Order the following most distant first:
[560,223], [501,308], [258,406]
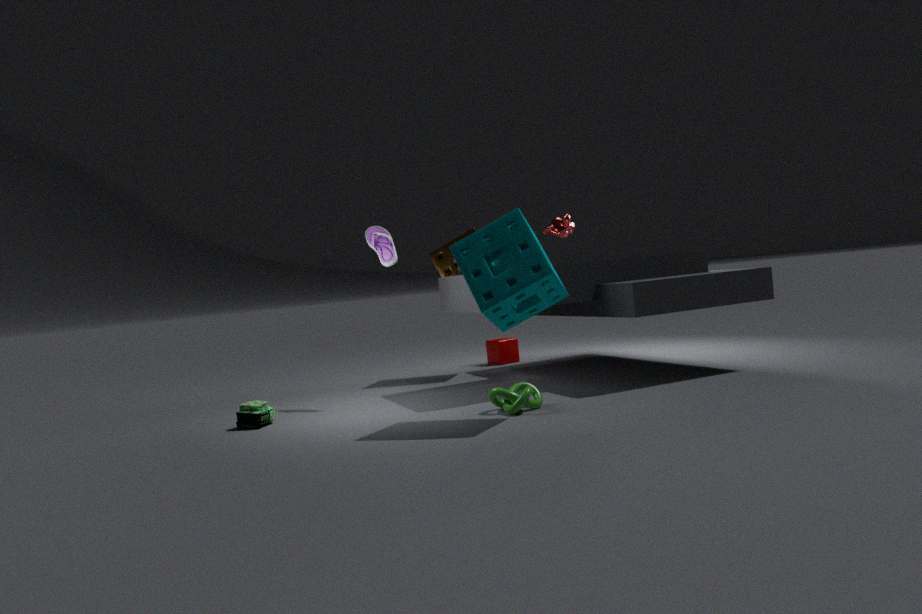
[560,223] < [258,406] < [501,308]
